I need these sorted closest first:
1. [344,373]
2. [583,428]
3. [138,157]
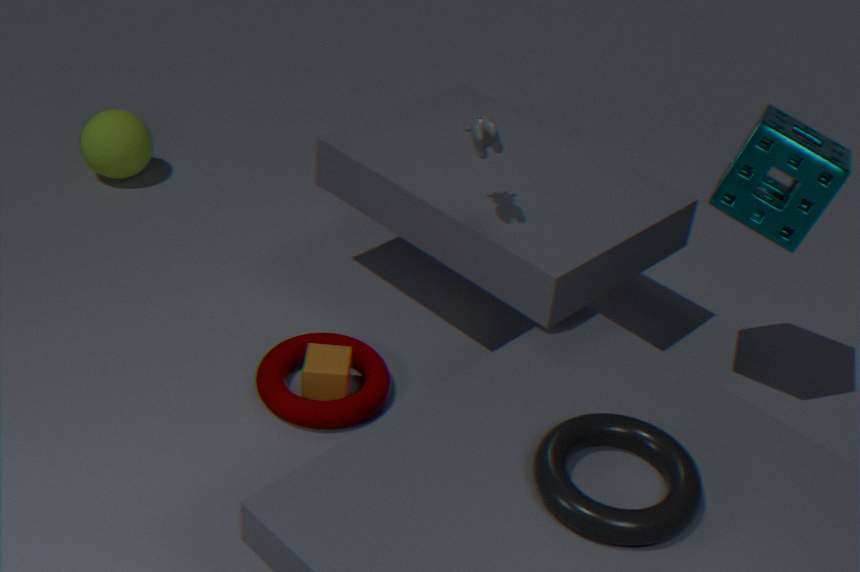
[583,428] → [344,373] → [138,157]
